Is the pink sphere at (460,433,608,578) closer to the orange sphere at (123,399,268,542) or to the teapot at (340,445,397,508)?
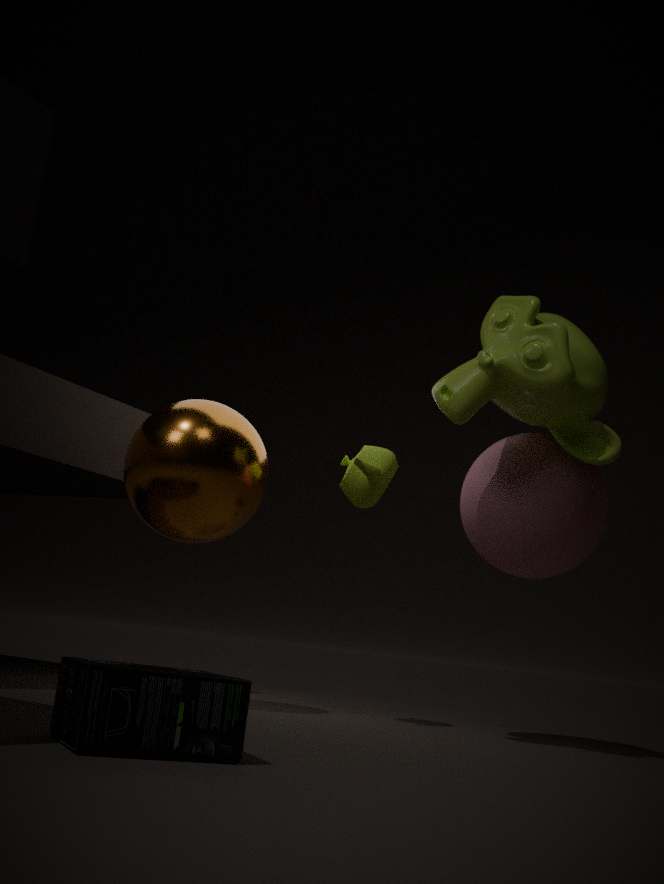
the teapot at (340,445,397,508)
